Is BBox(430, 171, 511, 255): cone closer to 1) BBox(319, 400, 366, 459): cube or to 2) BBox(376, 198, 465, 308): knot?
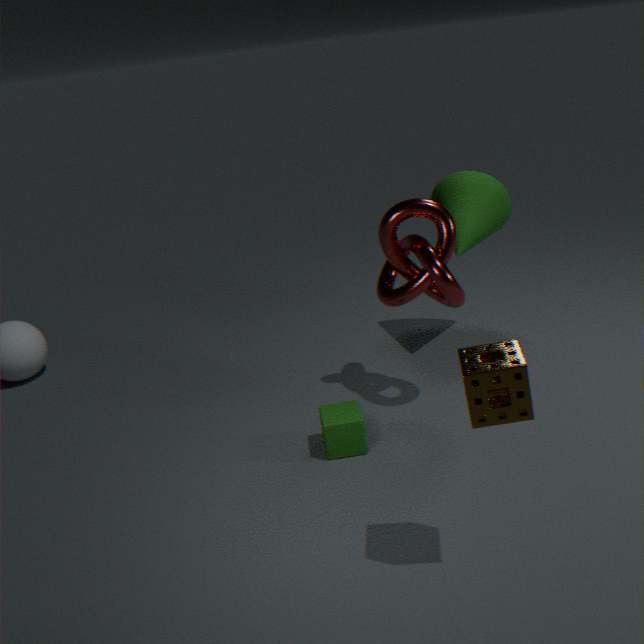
2) BBox(376, 198, 465, 308): knot
